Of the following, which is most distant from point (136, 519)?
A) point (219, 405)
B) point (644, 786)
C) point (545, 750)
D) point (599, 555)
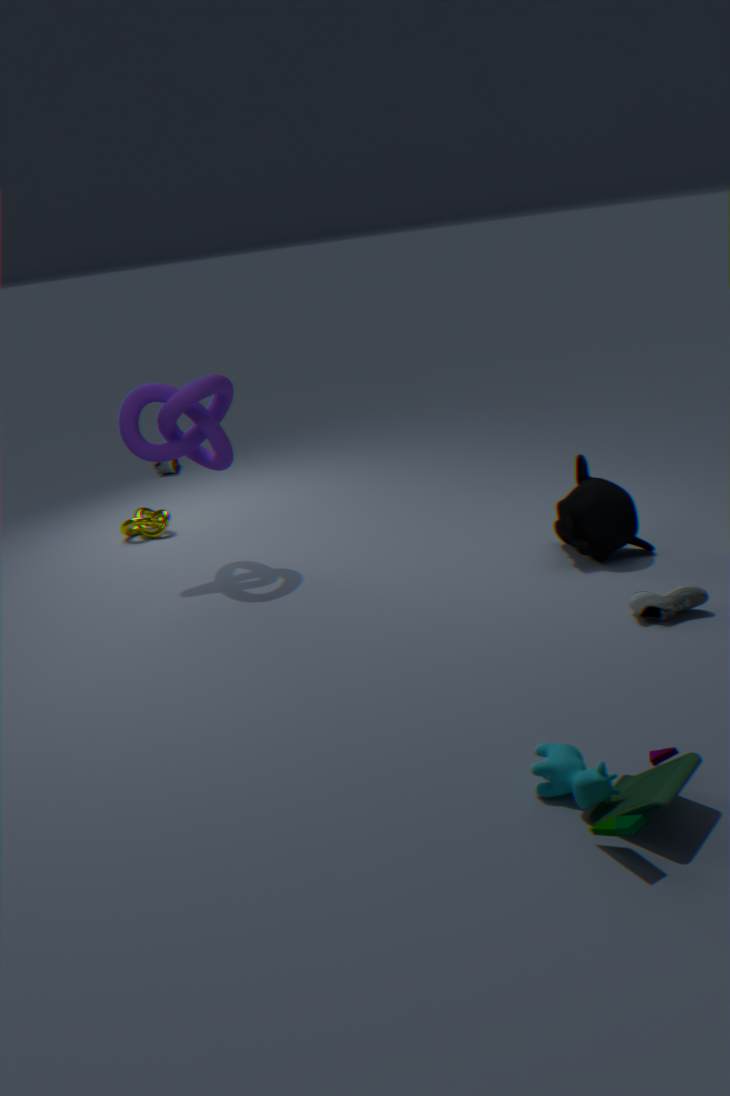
point (644, 786)
